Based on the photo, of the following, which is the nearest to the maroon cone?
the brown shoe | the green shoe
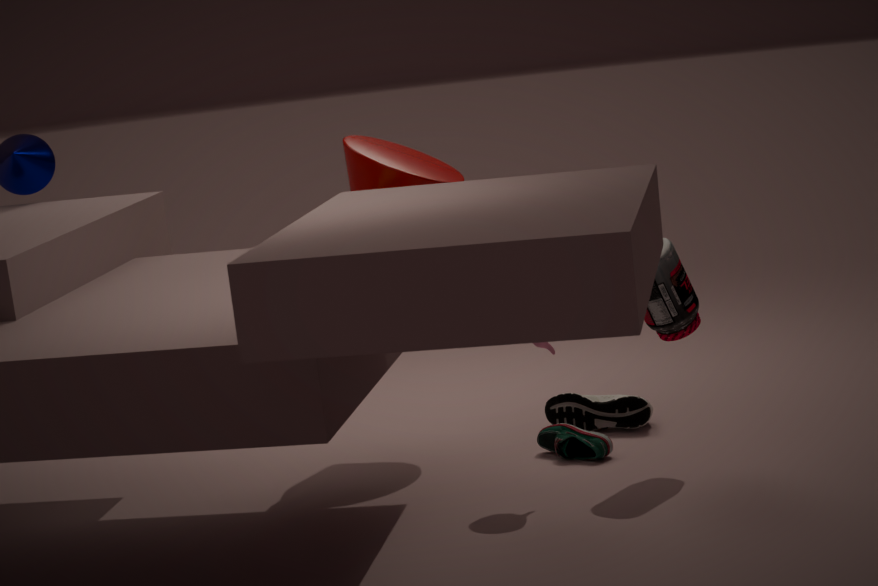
the brown shoe
